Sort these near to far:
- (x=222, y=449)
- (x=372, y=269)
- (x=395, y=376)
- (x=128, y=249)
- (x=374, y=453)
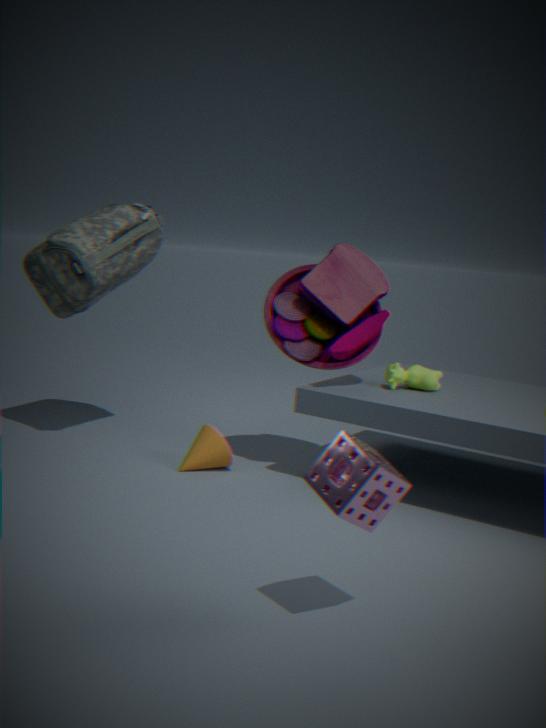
(x=374, y=453) < (x=222, y=449) < (x=395, y=376) < (x=372, y=269) < (x=128, y=249)
